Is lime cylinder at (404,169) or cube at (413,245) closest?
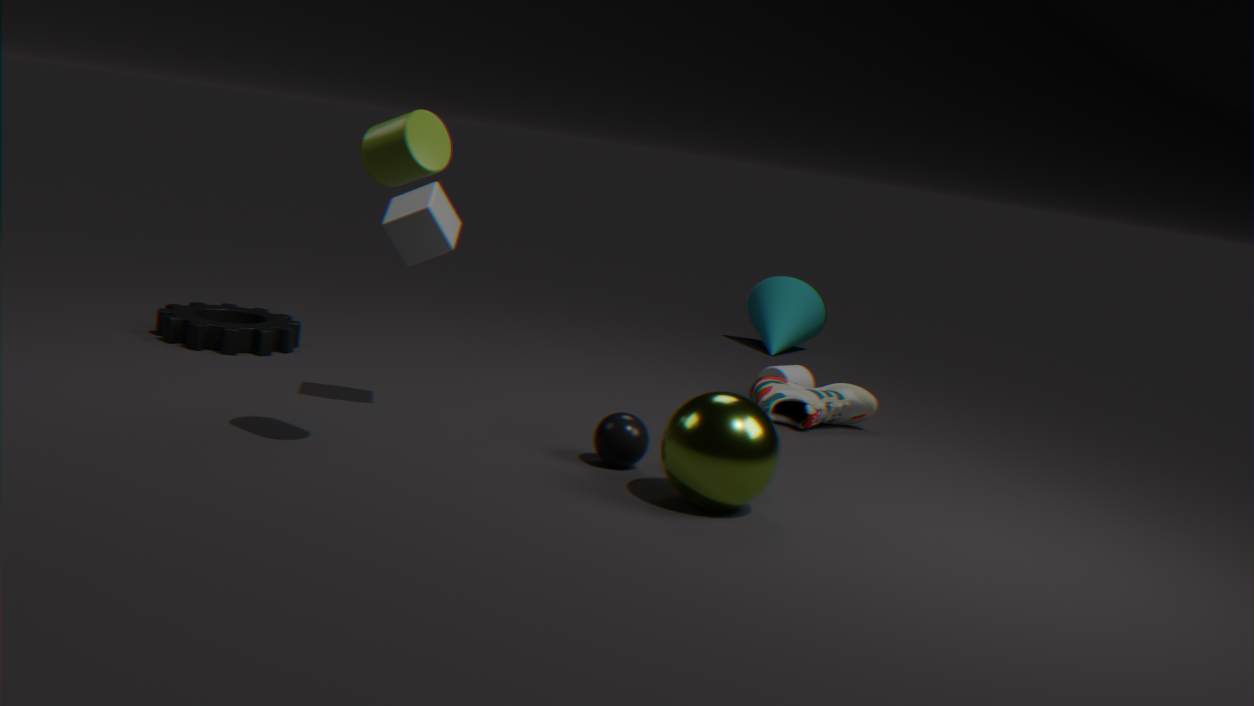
lime cylinder at (404,169)
